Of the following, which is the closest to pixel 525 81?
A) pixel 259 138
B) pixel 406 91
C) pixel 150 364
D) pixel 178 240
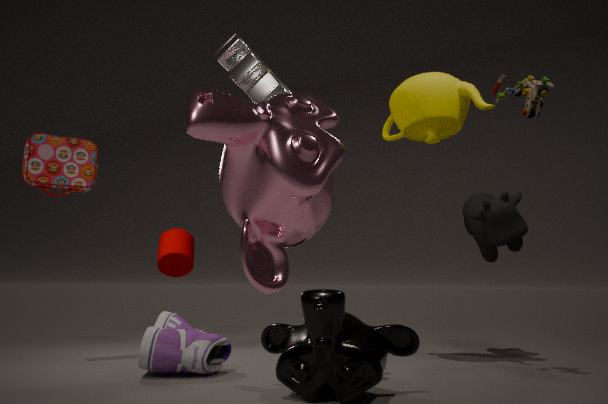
pixel 406 91
